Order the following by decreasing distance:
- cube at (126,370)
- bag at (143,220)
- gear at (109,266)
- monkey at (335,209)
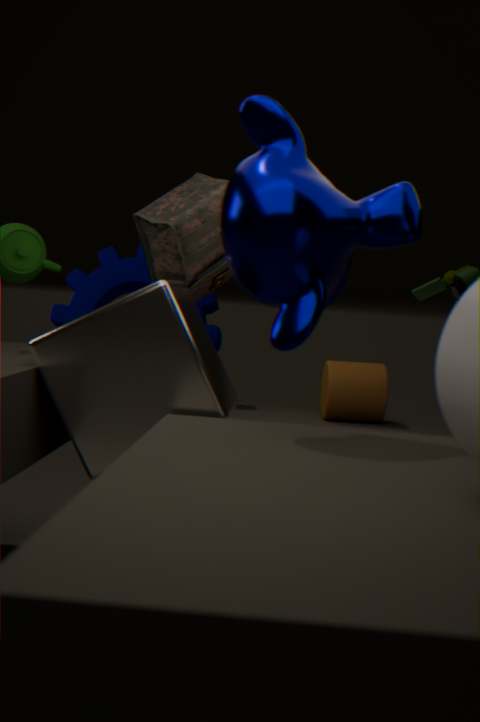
gear at (109,266) → bag at (143,220) → cube at (126,370) → monkey at (335,209)
